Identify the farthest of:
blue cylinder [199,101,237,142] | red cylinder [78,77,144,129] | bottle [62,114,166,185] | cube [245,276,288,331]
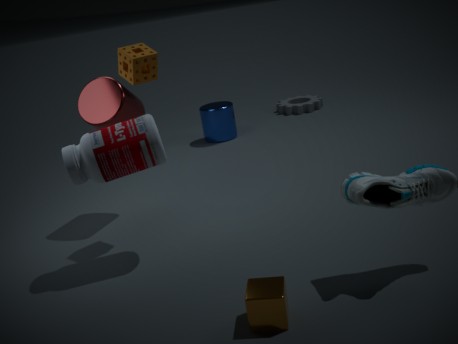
blue cylinder [199,101,237,142]
